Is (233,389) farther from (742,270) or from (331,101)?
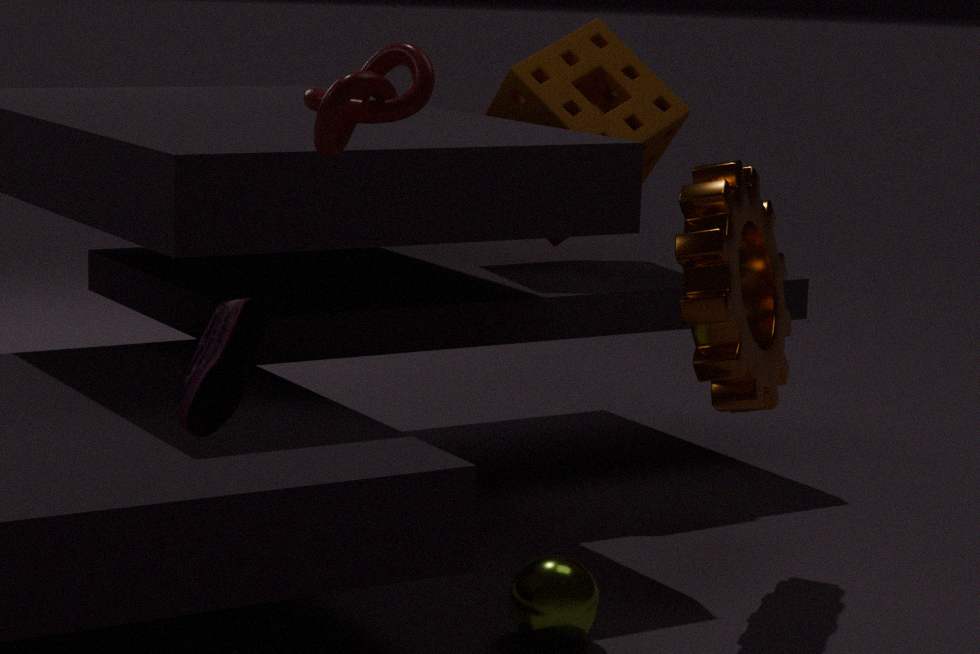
(742,270)
